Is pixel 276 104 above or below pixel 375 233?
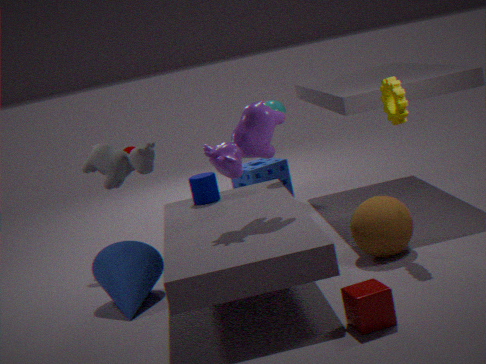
above
